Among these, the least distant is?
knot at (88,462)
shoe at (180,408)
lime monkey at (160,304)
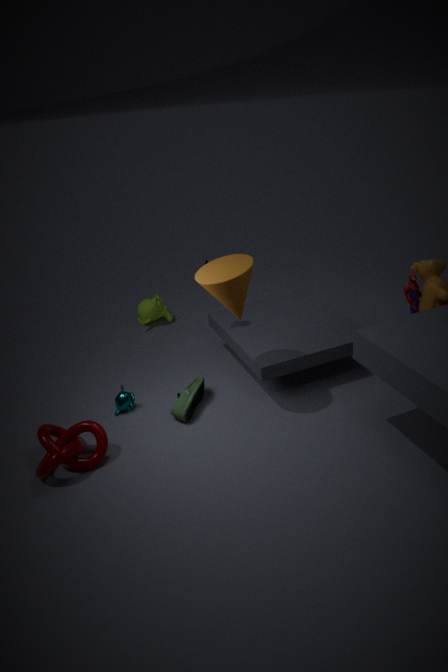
knot at (88,462)
